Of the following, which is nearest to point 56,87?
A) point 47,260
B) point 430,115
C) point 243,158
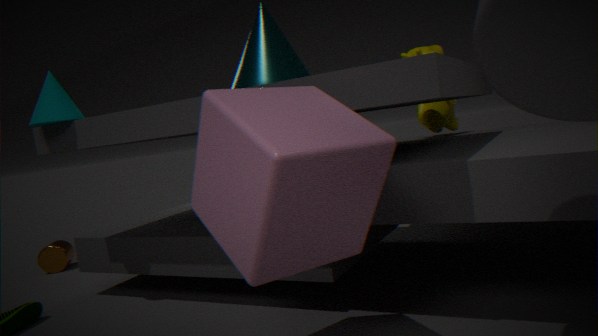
point 243,158
